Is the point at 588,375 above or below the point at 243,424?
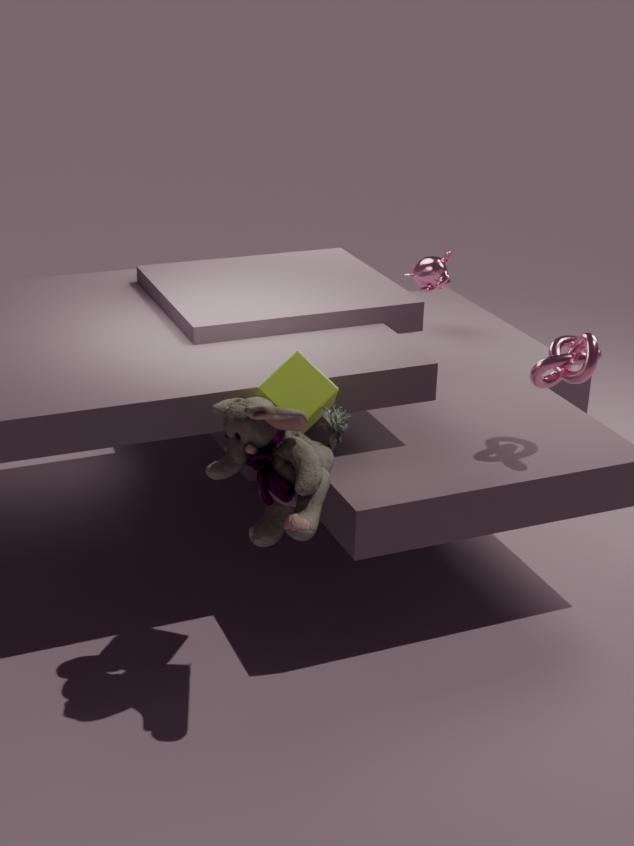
above
